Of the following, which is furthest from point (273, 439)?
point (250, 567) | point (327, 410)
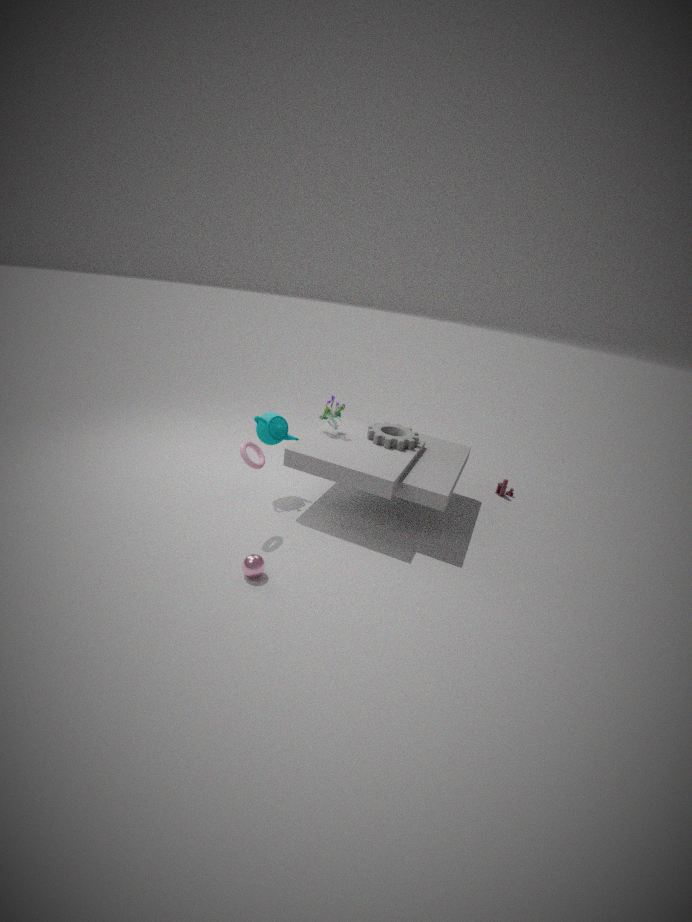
point (250, 567)
